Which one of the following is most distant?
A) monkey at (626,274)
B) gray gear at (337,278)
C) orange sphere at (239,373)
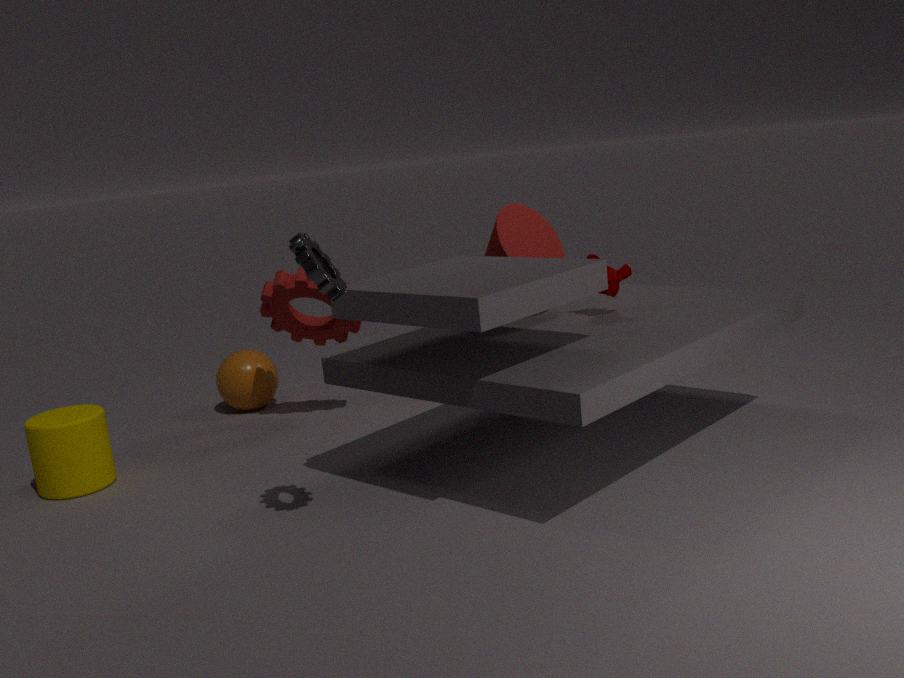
orange sphere at (239,373)
